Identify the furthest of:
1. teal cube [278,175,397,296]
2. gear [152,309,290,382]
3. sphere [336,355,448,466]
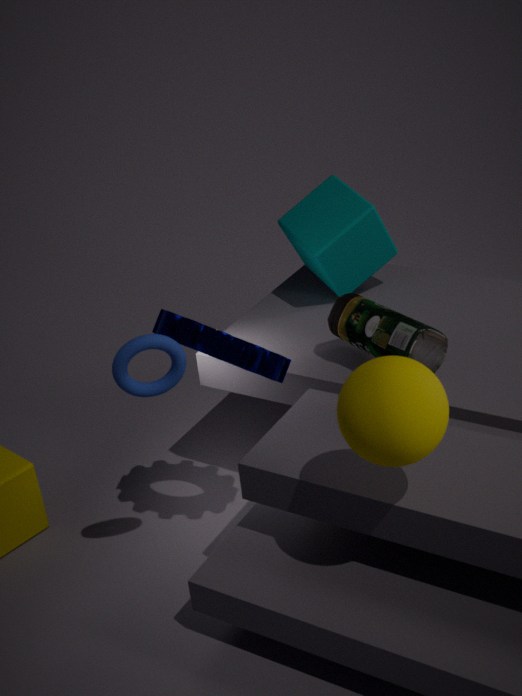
teal cube [278,175,397,296]
